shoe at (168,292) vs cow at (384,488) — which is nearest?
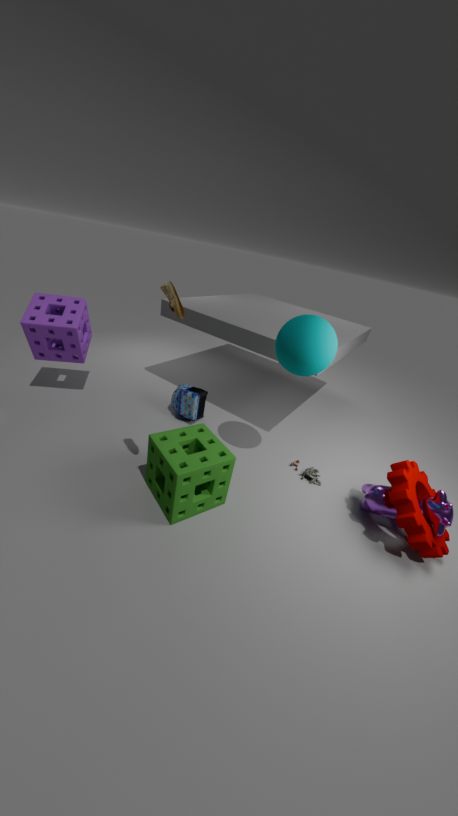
shoe at (168,292)
